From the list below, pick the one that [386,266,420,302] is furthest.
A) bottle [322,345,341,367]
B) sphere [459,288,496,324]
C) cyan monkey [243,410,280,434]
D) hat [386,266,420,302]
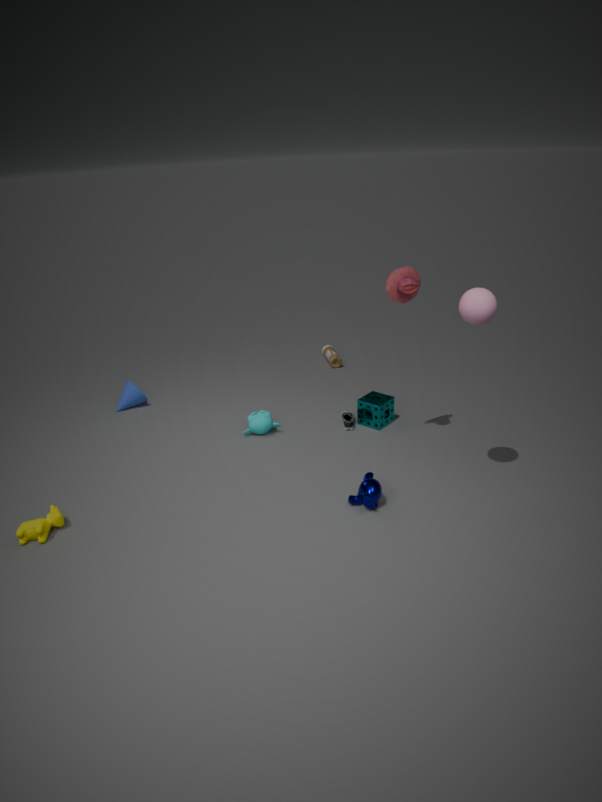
bottle [322,345,341,367]
